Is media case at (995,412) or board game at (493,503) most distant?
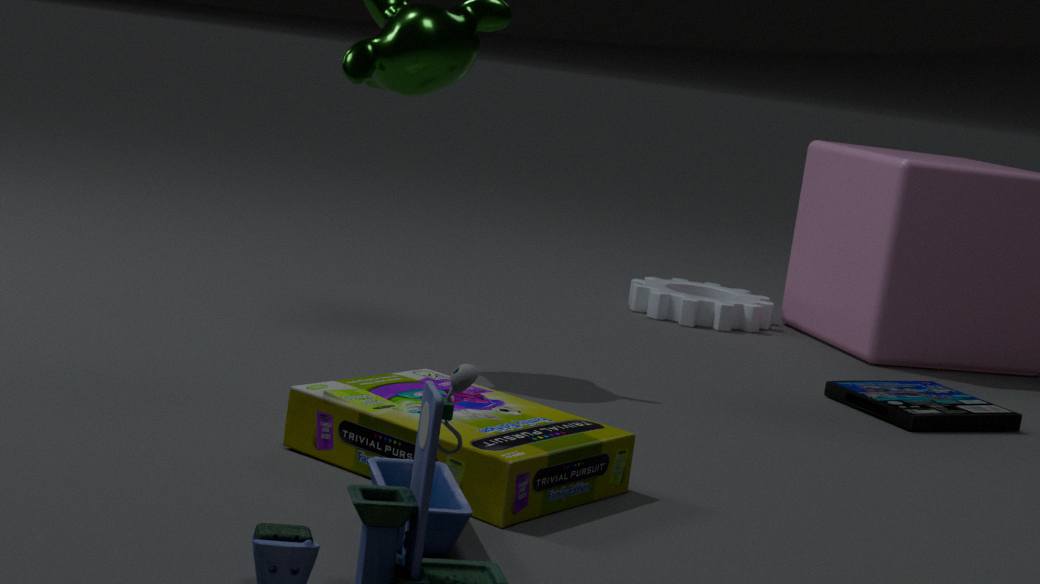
media case at (995,412)
